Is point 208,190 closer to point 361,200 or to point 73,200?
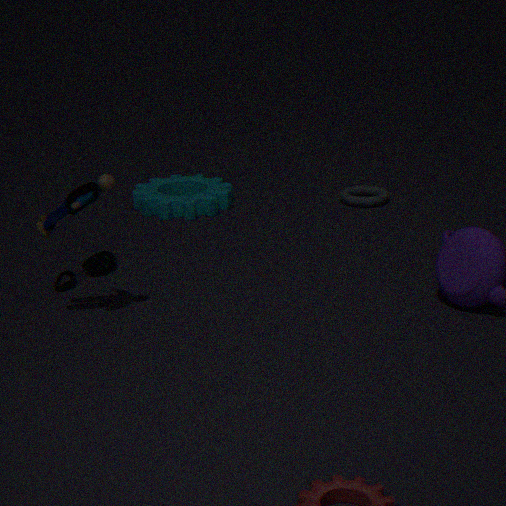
point 361,200
